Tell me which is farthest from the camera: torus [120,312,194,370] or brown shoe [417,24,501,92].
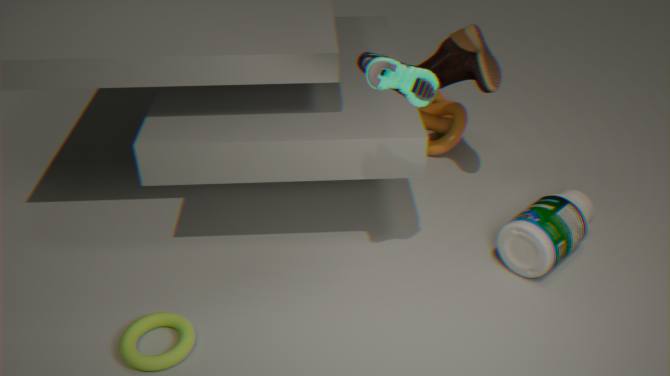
brown shoe [417,24,501,92]
